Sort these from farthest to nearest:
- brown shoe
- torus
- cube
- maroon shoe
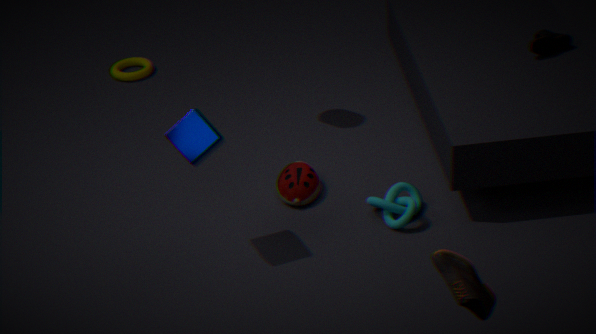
torus < maroon shoe < cube < brown shoe
